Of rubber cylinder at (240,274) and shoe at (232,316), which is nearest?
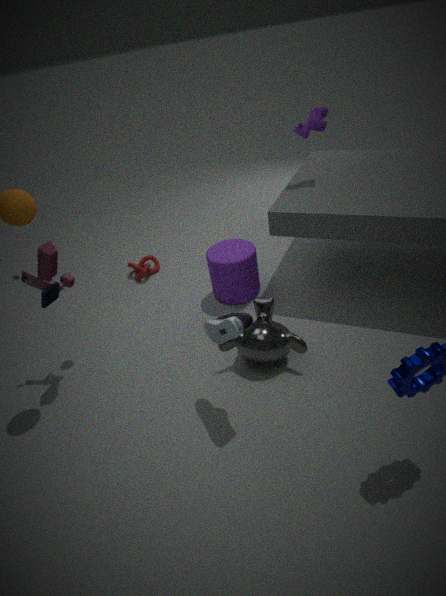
shoe at (232,316)
